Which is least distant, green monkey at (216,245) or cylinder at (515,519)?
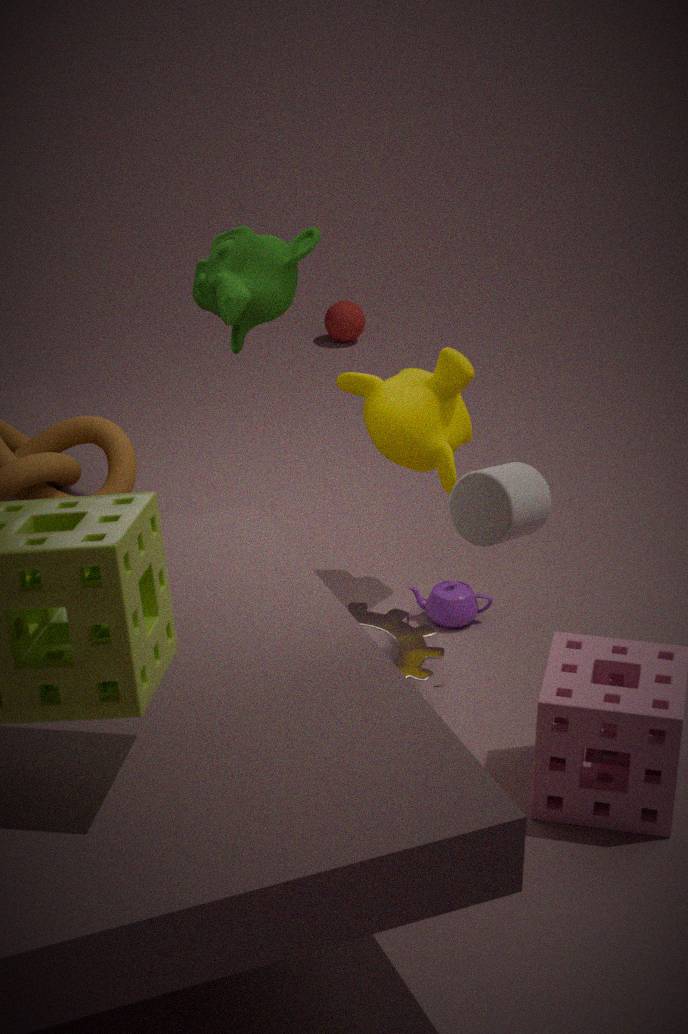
cylinder at (515,519)
